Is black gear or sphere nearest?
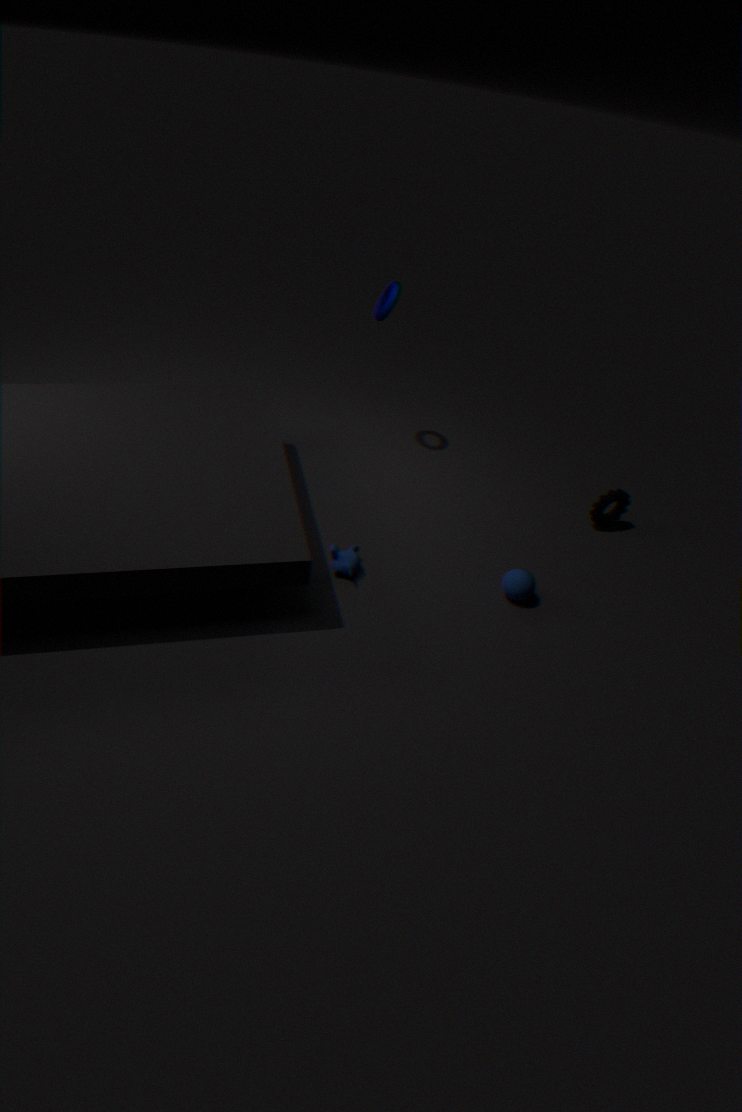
sphere
